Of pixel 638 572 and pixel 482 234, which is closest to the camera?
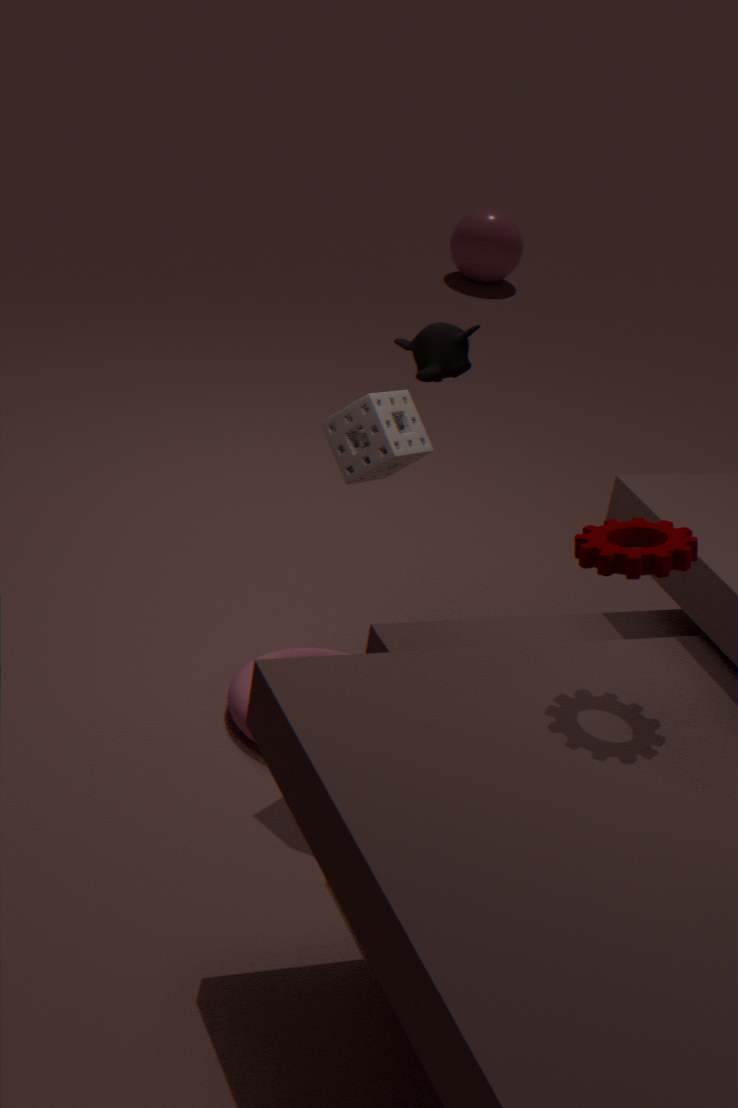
pixel 638 572
